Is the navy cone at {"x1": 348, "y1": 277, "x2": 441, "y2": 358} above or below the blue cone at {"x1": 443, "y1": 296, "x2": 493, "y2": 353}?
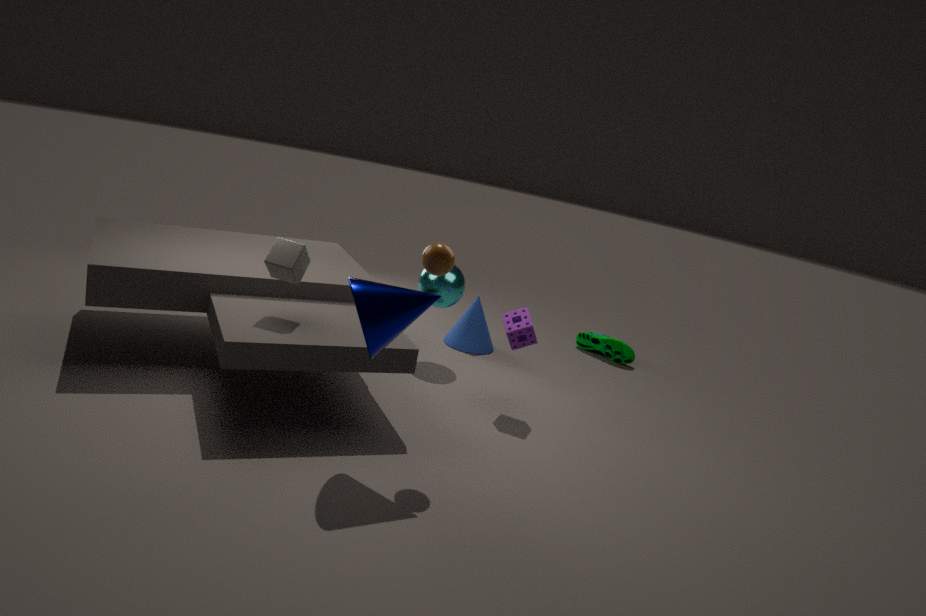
above
